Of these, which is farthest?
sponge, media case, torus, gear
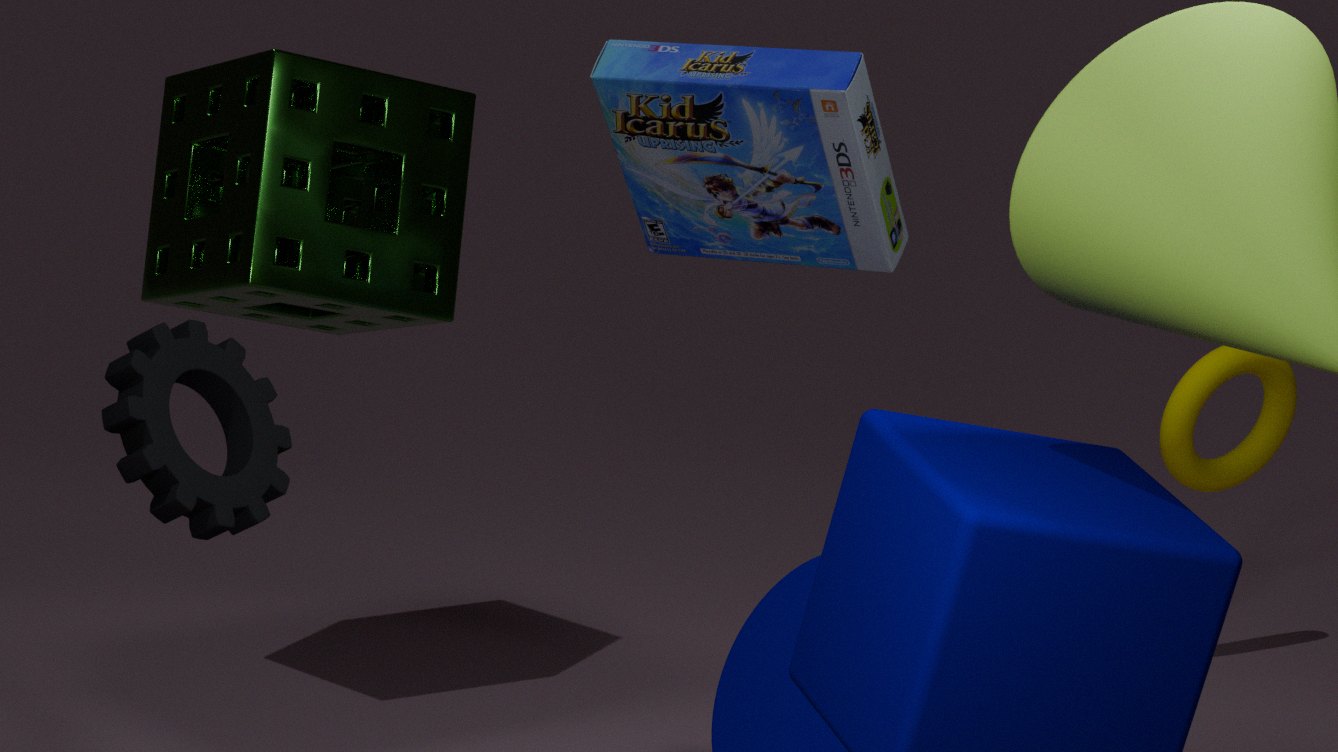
torus
